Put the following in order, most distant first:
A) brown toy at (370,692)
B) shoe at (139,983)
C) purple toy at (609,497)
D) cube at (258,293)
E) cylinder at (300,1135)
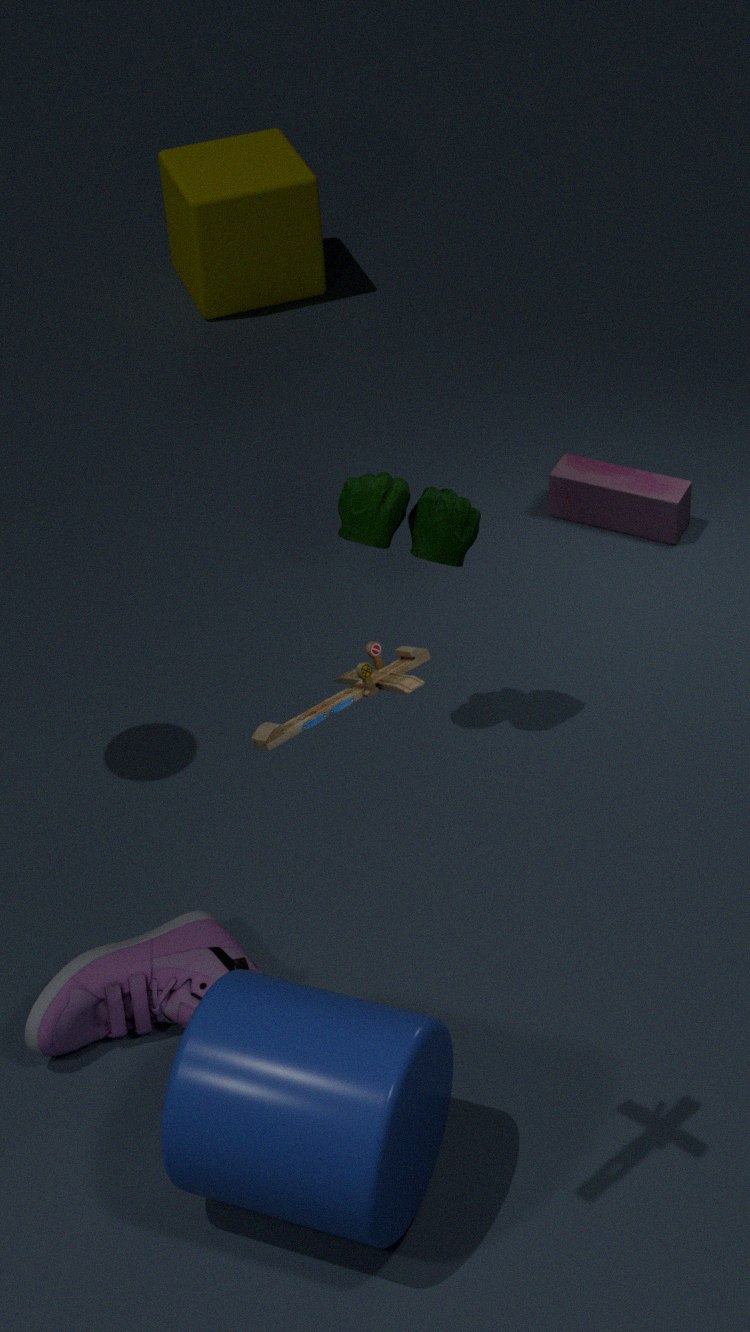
cube at (258,293), purple toy at (609,497), shoe at (139,983), cylinder at (300,1135), brown toy at (370,692)
